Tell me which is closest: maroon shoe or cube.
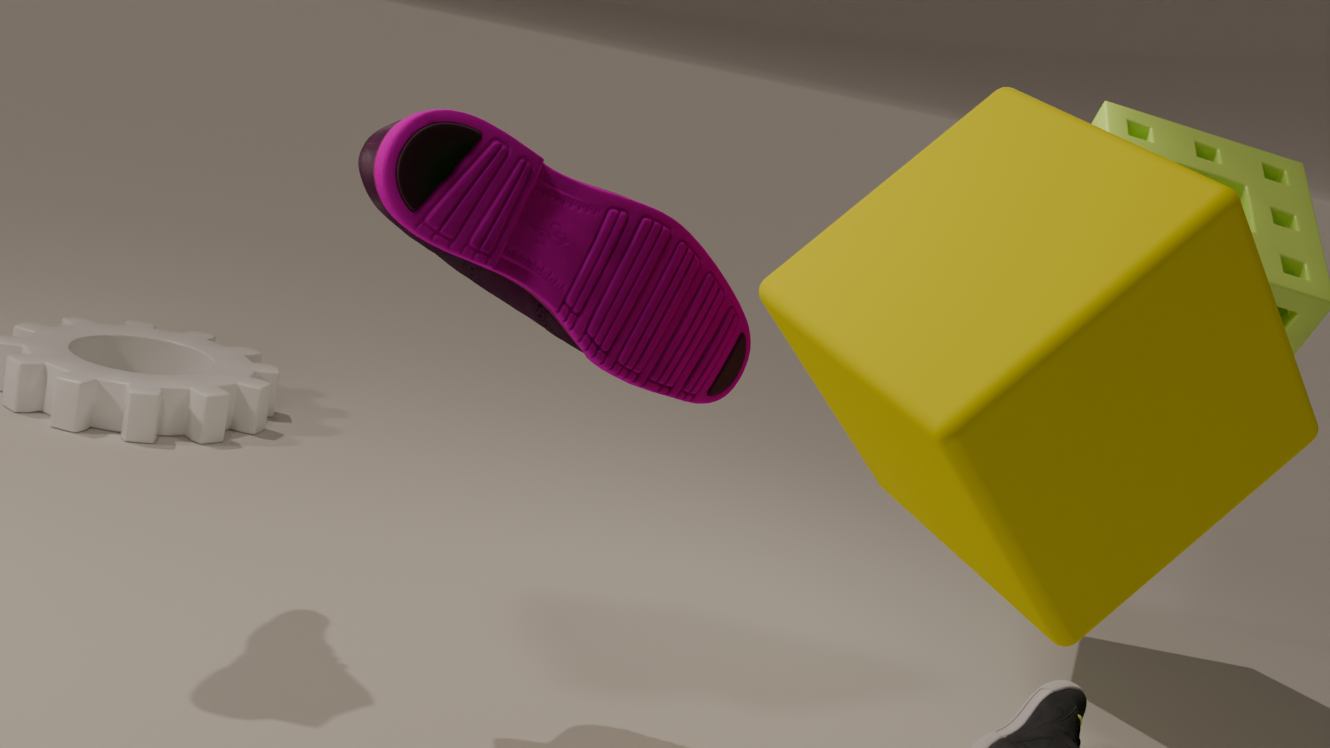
cube
